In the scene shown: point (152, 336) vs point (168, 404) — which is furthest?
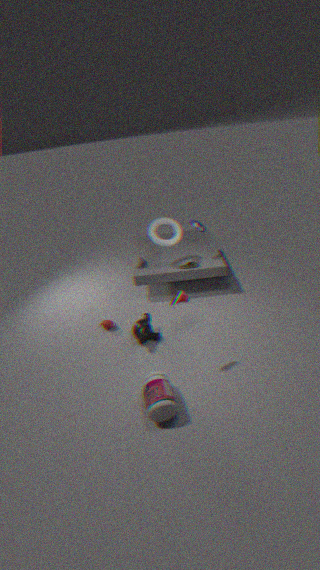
point (152, 336)
